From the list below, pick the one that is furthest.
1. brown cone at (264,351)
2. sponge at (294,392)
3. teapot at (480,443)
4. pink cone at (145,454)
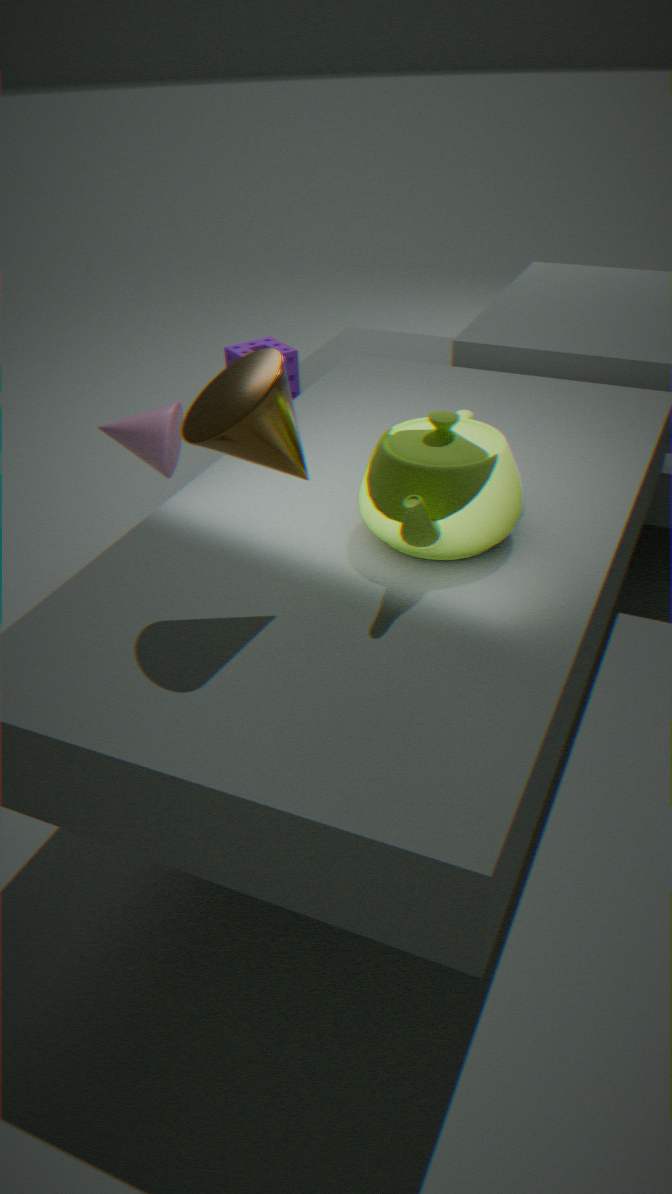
sponge at (294,392)
